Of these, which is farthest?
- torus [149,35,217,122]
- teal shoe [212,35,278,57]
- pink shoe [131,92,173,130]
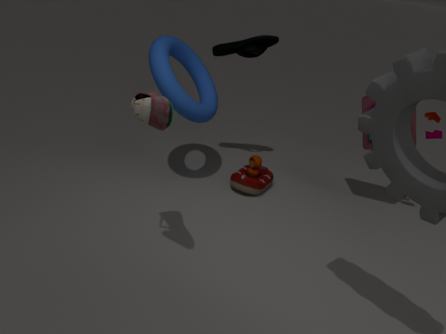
teal shoe [212,35,278,57]
